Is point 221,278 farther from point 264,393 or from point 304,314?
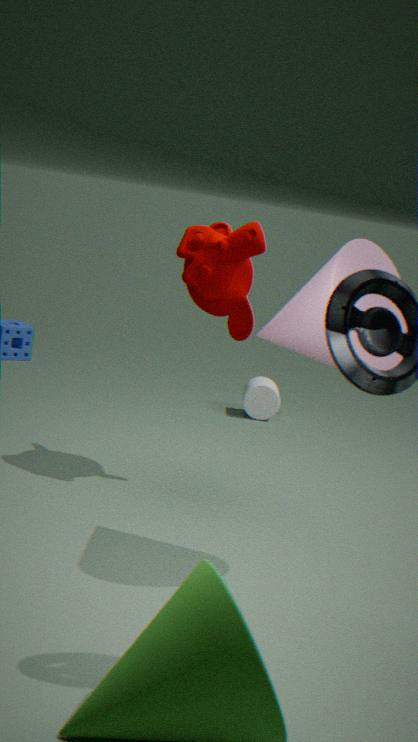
point 264,393
